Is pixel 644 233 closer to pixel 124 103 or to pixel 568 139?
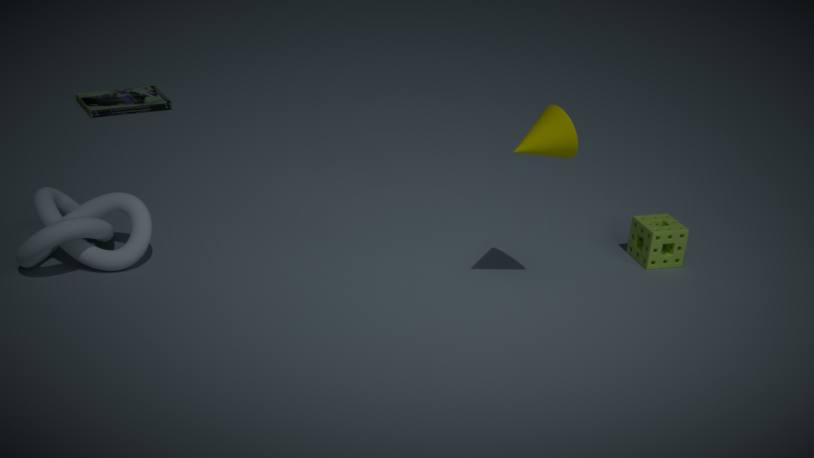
pixel 568 139
